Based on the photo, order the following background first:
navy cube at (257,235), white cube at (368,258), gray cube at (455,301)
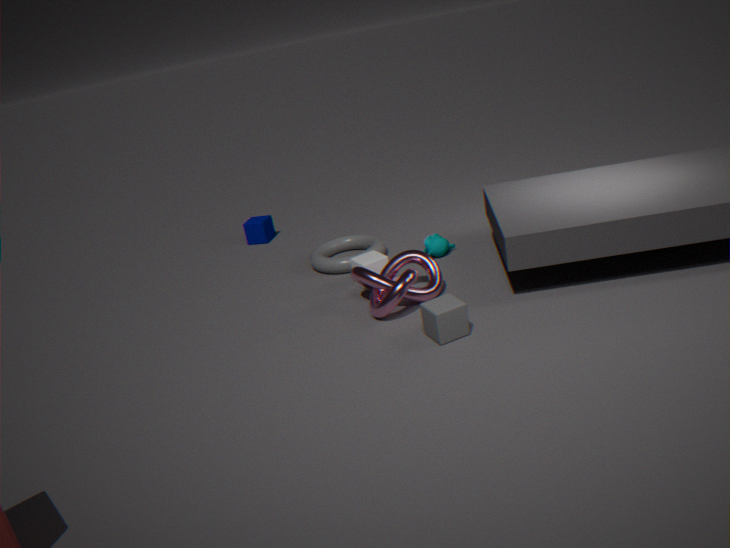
navy cube at (257,235), white cube at (368,258), gray cube at (455,301)
